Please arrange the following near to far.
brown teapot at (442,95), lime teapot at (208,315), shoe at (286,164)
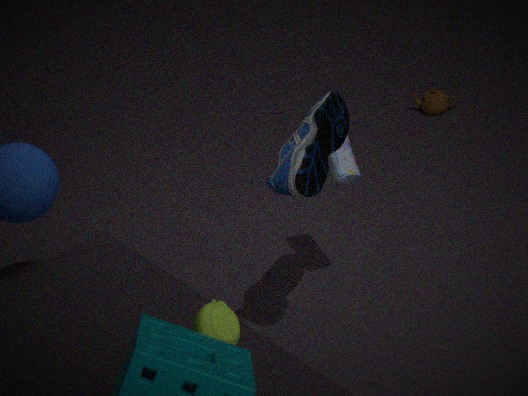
1. lime teapot at (208,315)
2. shoe at (286,164)
3. brown teapot at (442,95)
